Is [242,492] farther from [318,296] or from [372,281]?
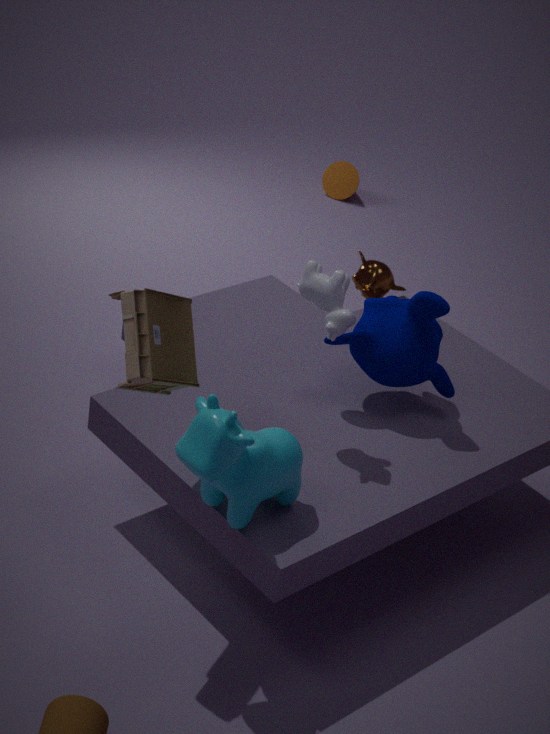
[372,281]
